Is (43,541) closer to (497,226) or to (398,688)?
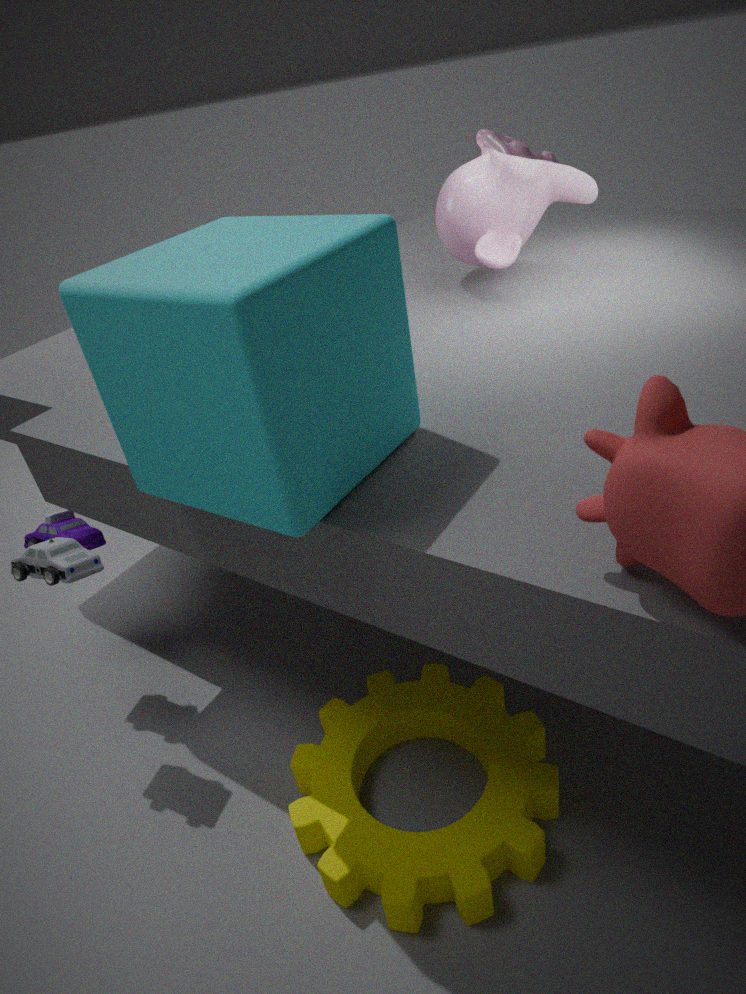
(398,688)
